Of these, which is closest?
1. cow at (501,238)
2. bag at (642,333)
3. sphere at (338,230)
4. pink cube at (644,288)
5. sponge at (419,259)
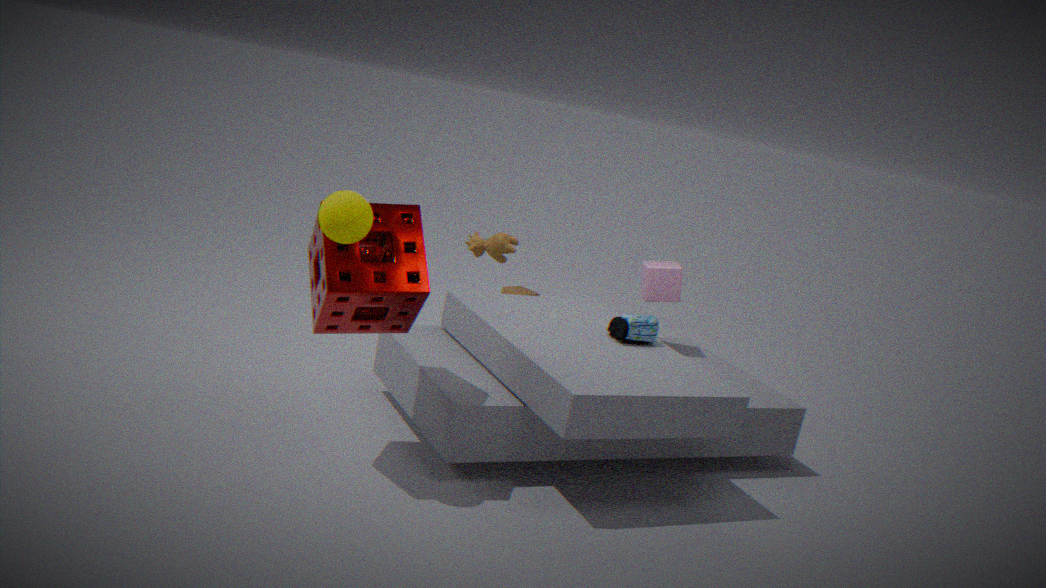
sphere at (338,230)
